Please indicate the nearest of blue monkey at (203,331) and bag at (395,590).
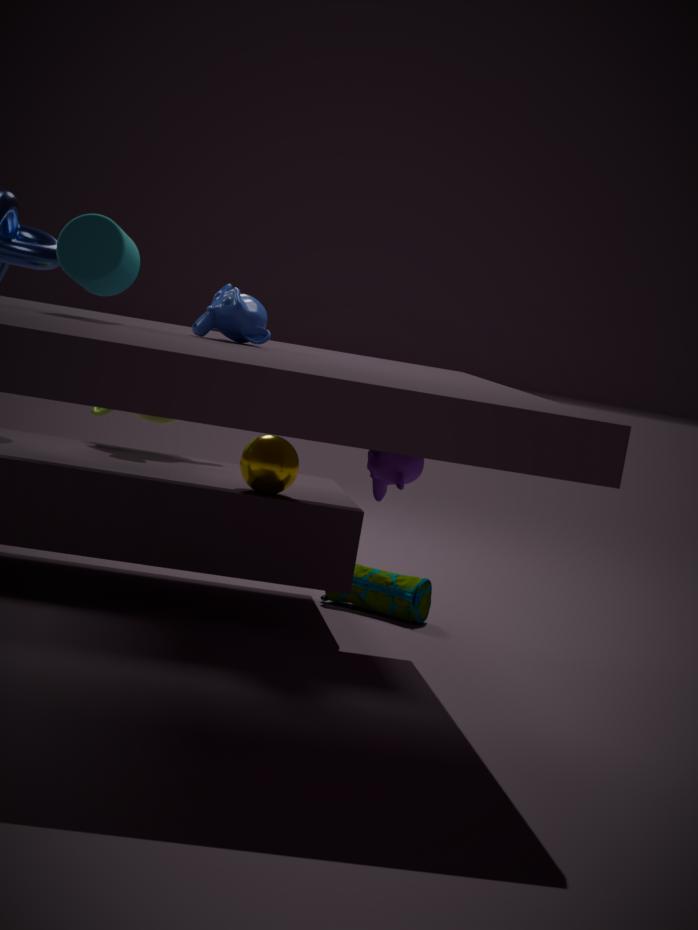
blue monkey at (203,331)
